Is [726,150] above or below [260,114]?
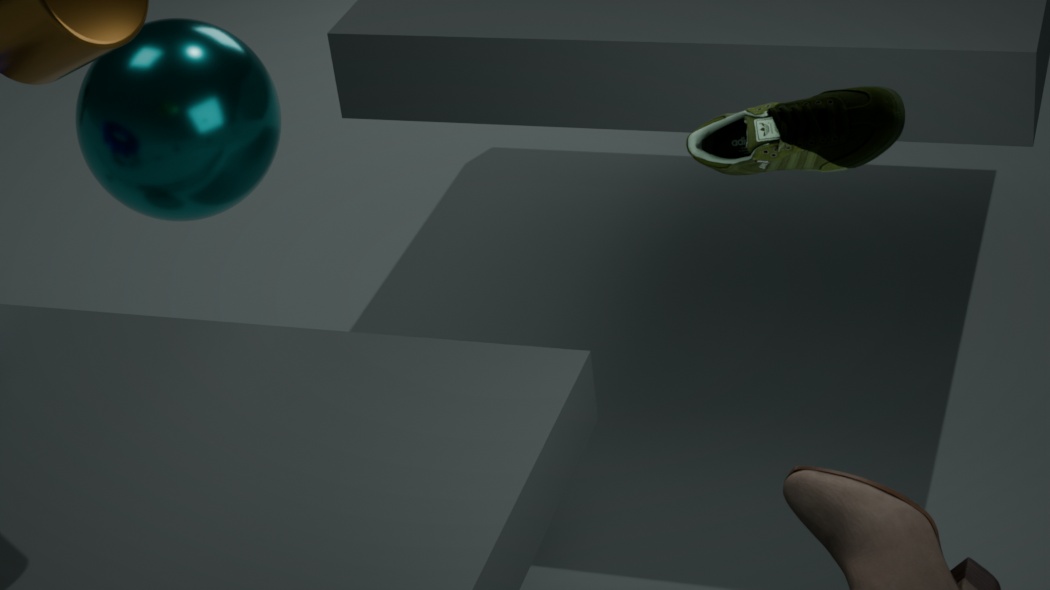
above
